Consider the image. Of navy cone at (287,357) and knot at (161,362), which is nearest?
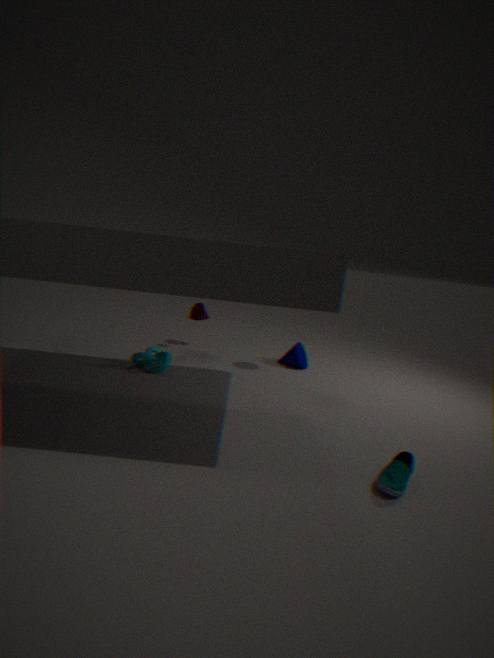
knot at (161,362)
